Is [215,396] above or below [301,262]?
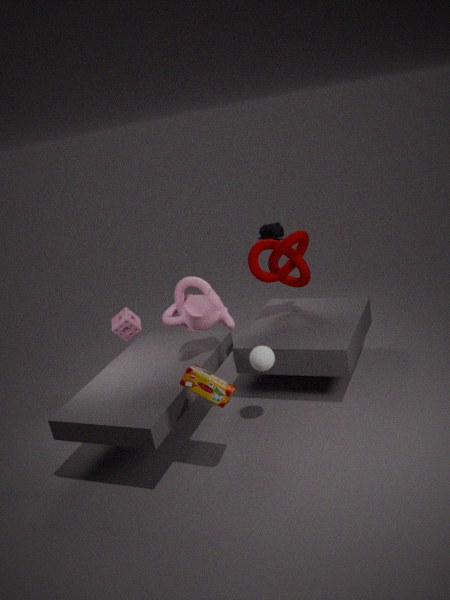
below
